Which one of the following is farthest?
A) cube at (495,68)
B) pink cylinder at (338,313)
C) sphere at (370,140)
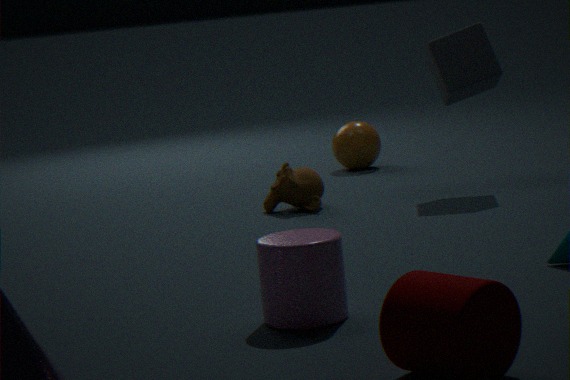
sphere at (370,140)
